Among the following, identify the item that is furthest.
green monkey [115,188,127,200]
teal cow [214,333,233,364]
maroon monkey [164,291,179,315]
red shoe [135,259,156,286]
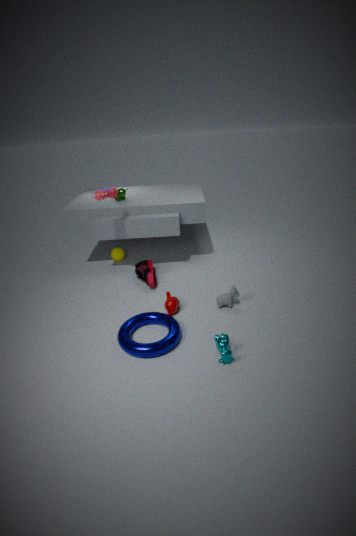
green monkey [115,188,127,200]
